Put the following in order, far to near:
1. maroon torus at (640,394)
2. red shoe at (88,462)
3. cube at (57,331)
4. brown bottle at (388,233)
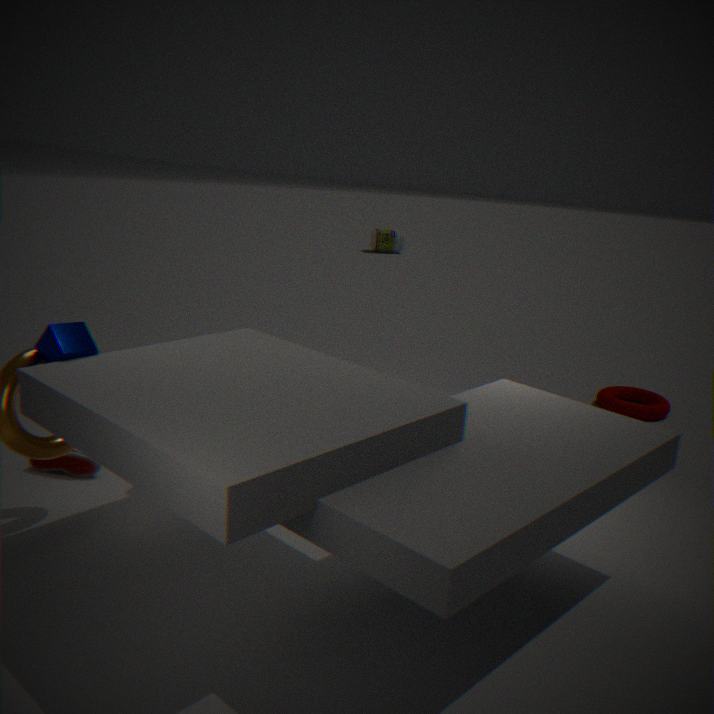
brown bottle at (388,233) → maroon torus at (640,394) → red shoe at (88,462) → cube at (57,331)
